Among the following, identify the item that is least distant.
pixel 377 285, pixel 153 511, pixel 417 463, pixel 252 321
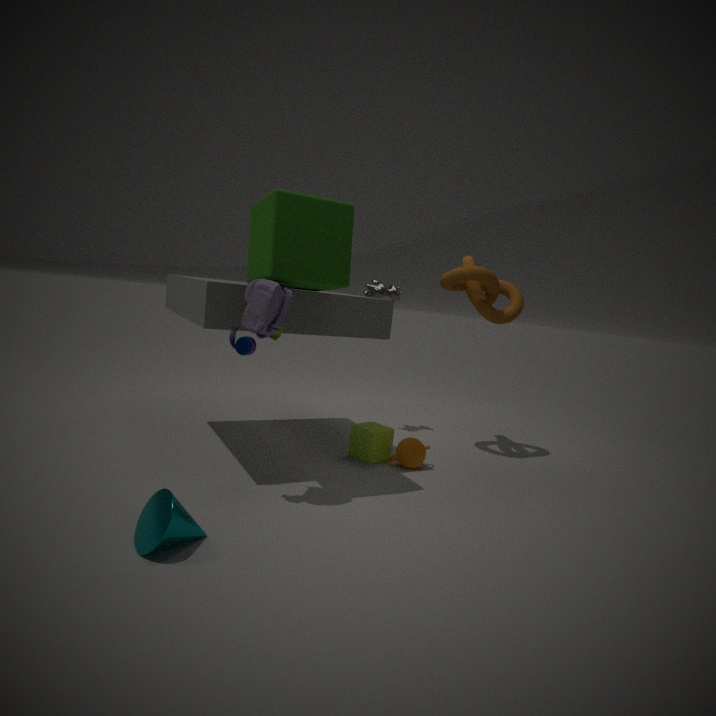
pixel 153 511
